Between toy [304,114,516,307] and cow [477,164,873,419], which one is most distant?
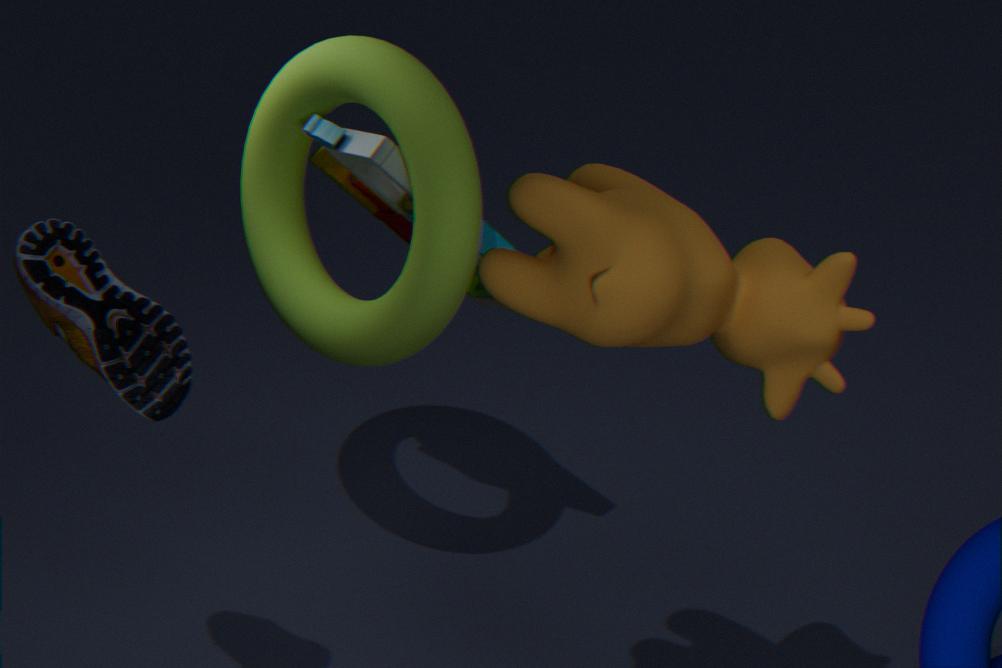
toy [304,114,516,307]
